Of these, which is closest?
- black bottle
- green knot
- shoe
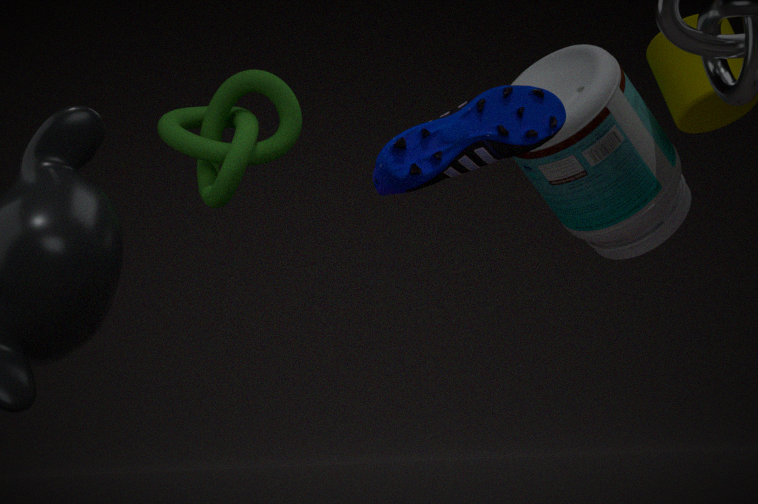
shoe
